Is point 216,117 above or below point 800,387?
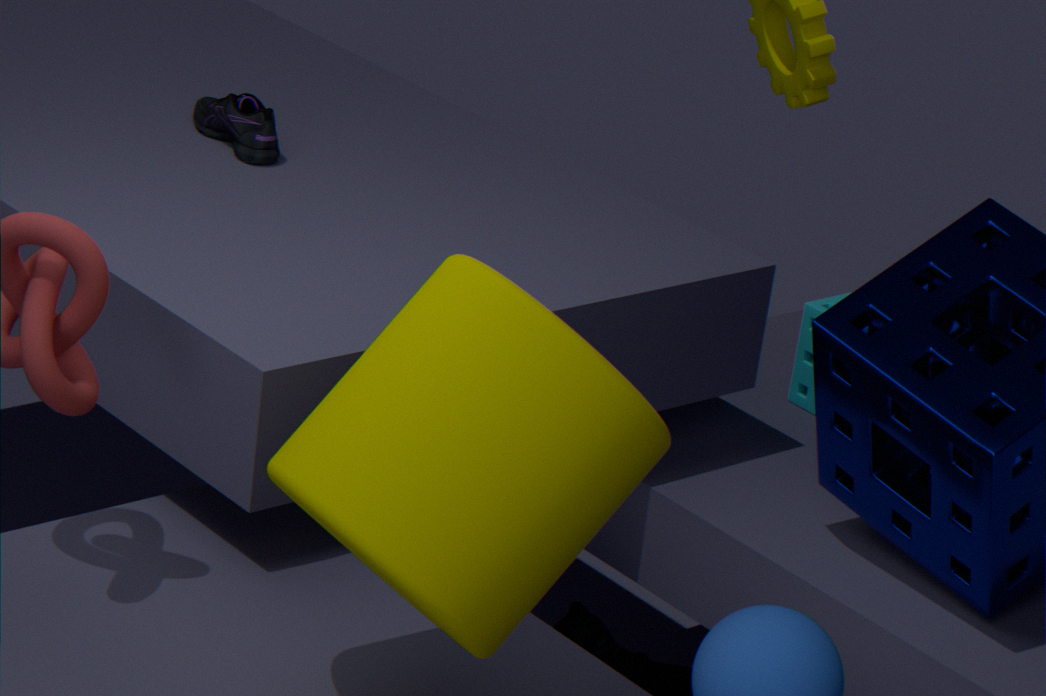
above
